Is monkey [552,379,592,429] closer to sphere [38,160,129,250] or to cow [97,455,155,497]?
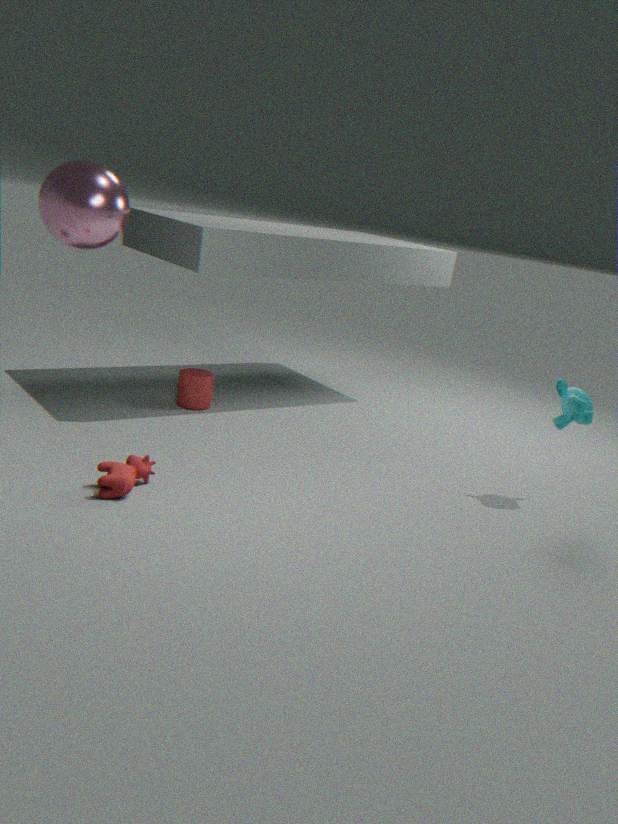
cow [97,455,155,497]
